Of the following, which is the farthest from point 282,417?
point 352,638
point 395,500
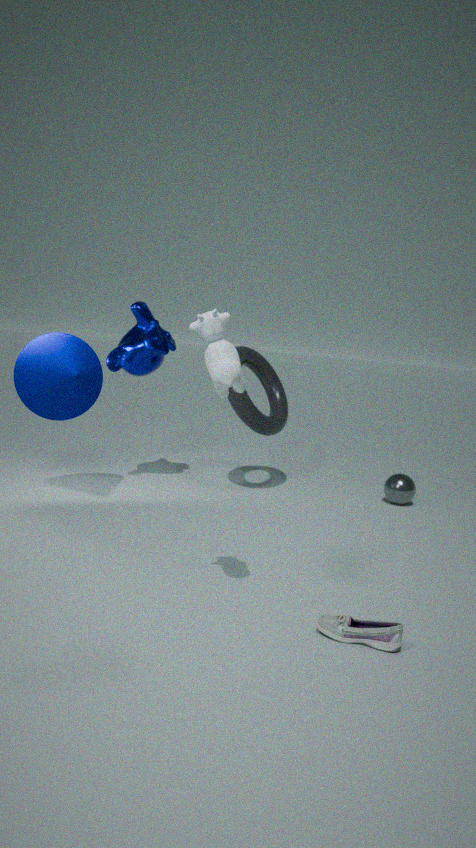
point 352,638
